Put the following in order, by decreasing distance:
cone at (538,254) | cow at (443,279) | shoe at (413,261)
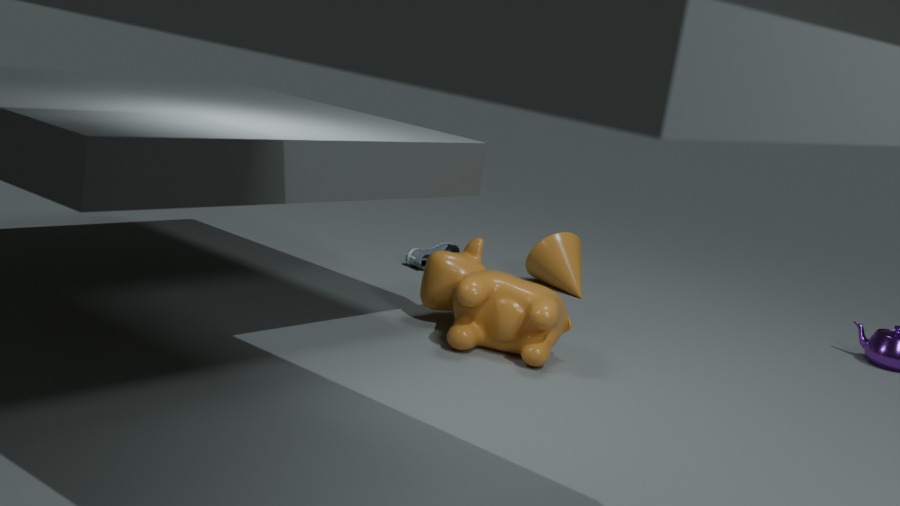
shoe at (413,261), cone at (538,254), cow at (443,279)
